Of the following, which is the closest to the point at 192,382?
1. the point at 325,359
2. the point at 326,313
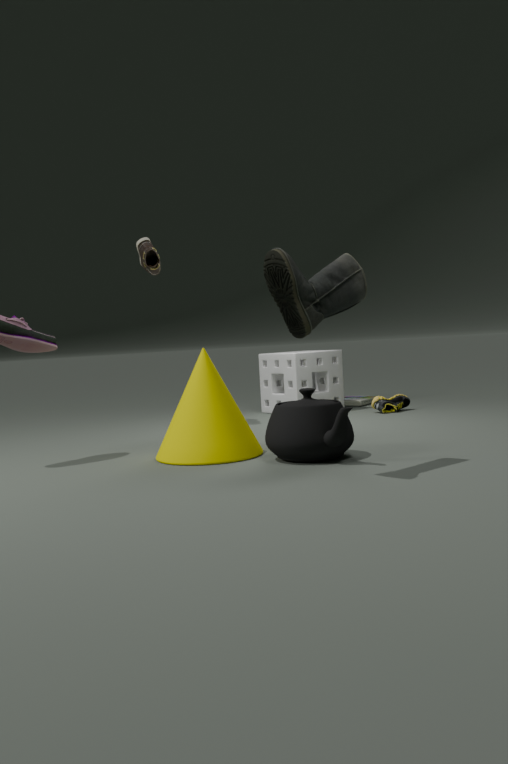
the point at 326,313
